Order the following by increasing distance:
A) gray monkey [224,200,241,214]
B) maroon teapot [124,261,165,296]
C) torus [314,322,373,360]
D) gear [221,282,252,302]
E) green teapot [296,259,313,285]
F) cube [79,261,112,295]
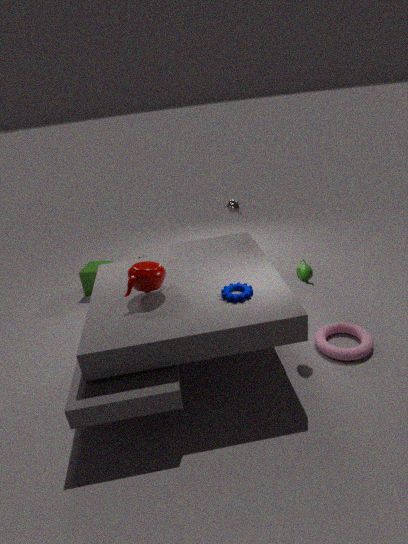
1. gear [221,282,252,302]
2. maroon teapot [124,261,165,296]
3. green teapot [296,259,313,285]
4. torus [314,322,373,360]
5. gray monkey [224,200,241,214]
6. cube [79,261,112,295]
